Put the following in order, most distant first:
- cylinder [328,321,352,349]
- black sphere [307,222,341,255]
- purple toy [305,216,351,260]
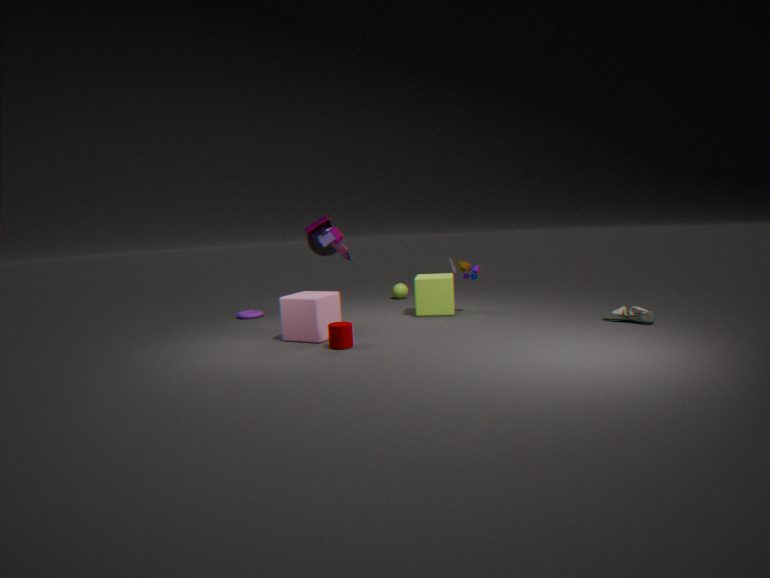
black sphere [307,222,341,255] < purple toy [305,216,351,260] < cylinder [328,321,352,349]
